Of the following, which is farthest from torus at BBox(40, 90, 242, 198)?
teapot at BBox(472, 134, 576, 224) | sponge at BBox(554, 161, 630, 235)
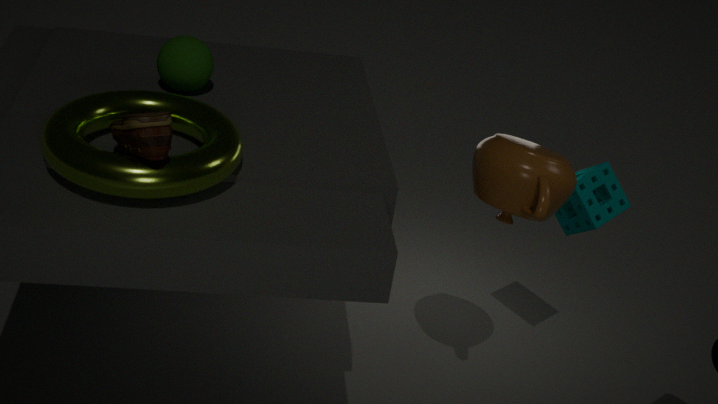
sponge at BBox(554, 161, 630, 235)
